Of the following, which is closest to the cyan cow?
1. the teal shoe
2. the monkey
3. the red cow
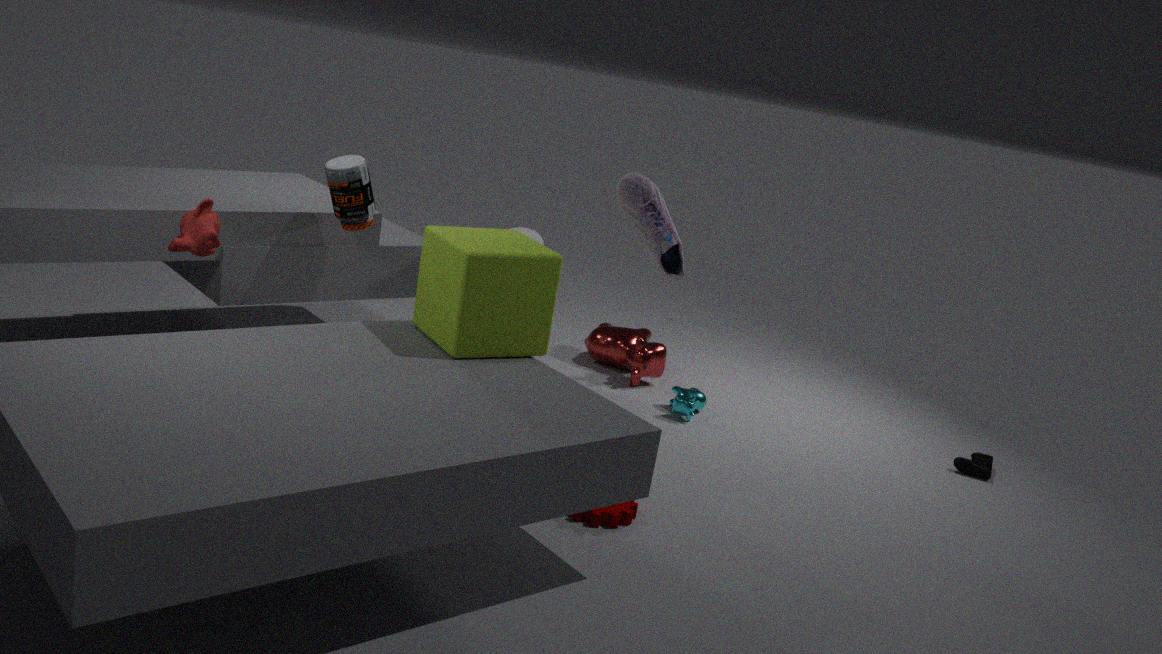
the red cow
